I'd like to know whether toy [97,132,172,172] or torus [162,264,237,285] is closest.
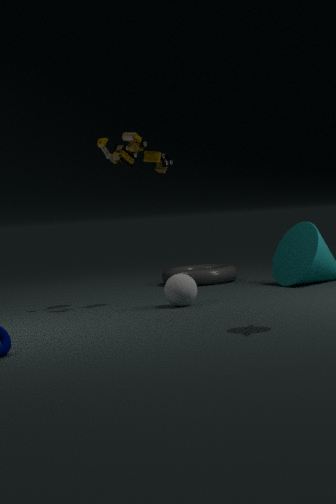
toy [97,132,172,172]
